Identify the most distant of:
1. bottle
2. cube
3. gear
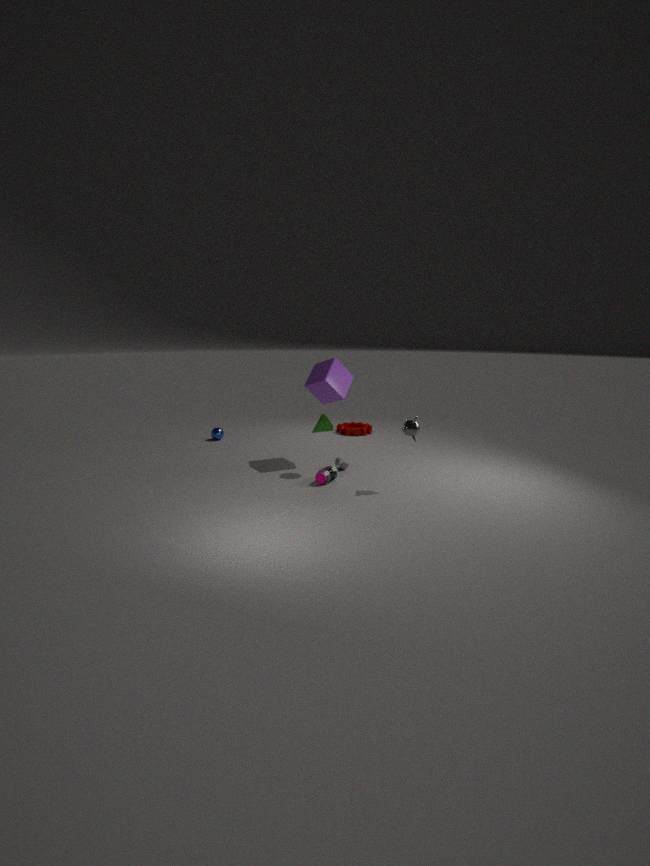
gear
